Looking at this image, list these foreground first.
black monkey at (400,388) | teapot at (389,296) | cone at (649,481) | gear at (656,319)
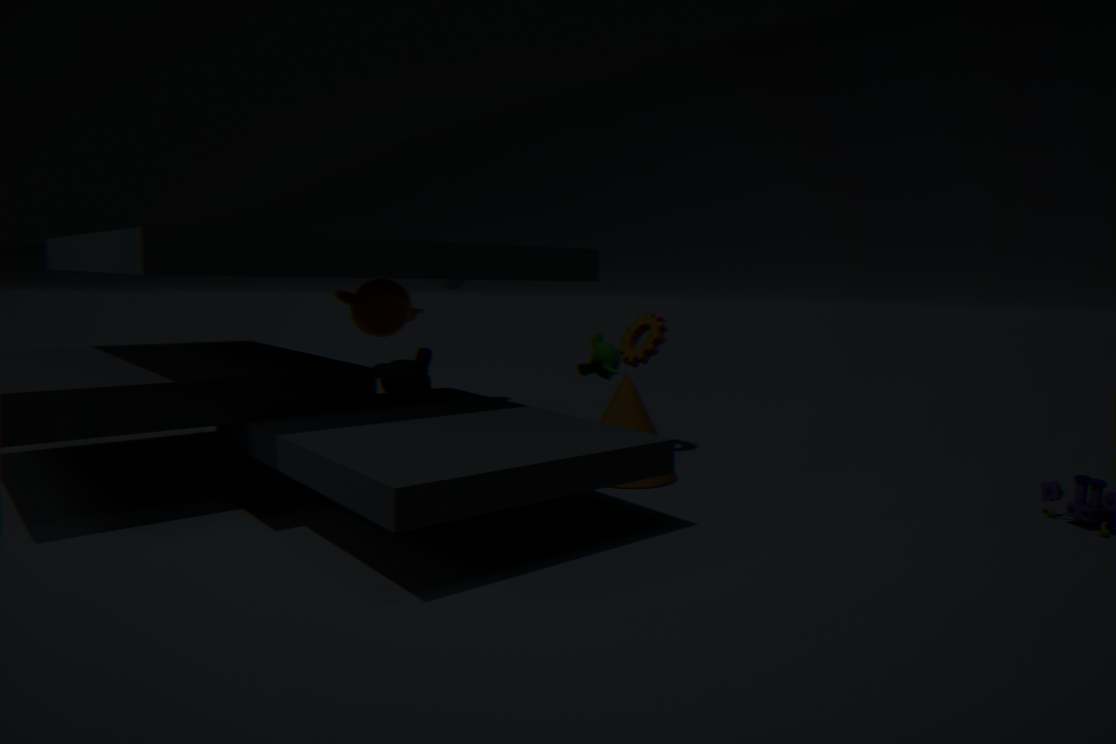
cone at (649,481) < gear at (656,319) < teapot at (389,296) < black monkey at (400,388)
